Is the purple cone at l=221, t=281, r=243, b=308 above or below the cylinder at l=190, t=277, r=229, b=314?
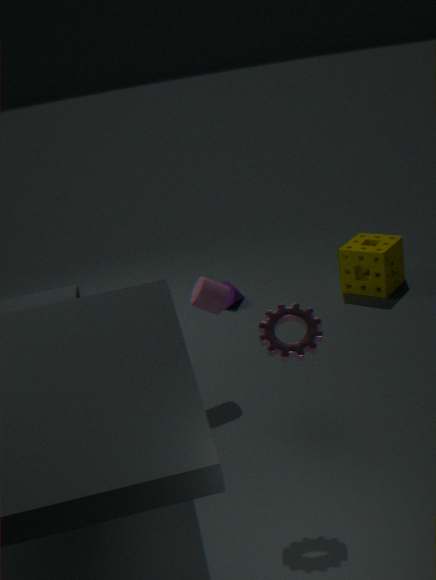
below
